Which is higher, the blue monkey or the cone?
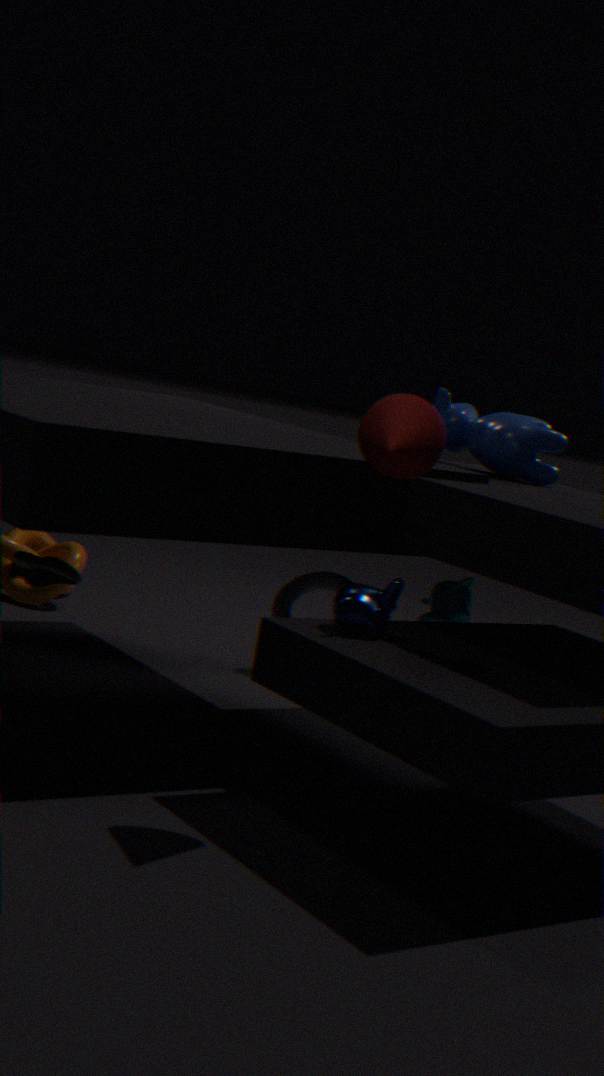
the cone
